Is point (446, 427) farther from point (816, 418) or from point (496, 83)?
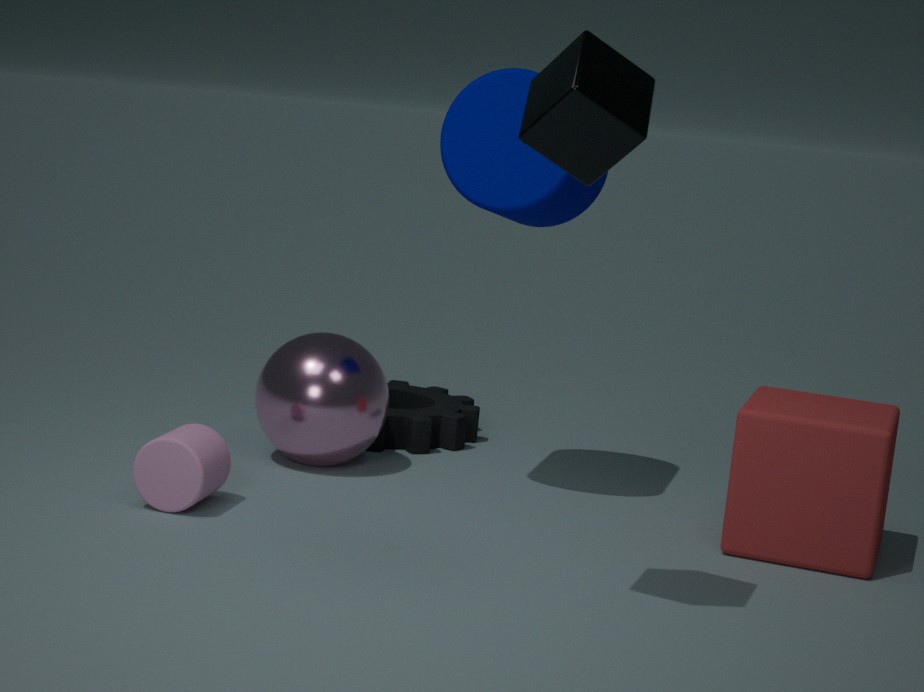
point (816, 418)
